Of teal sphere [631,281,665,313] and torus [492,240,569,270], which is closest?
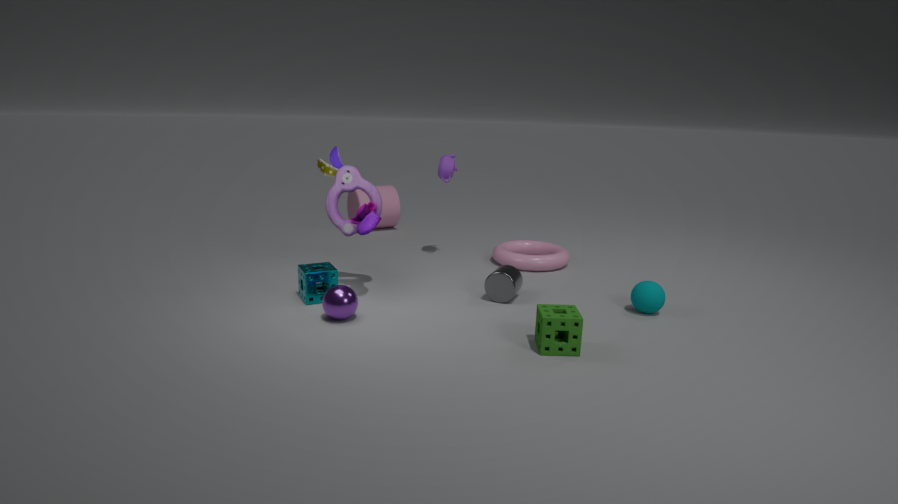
teal sphere [631,281,665,313]
